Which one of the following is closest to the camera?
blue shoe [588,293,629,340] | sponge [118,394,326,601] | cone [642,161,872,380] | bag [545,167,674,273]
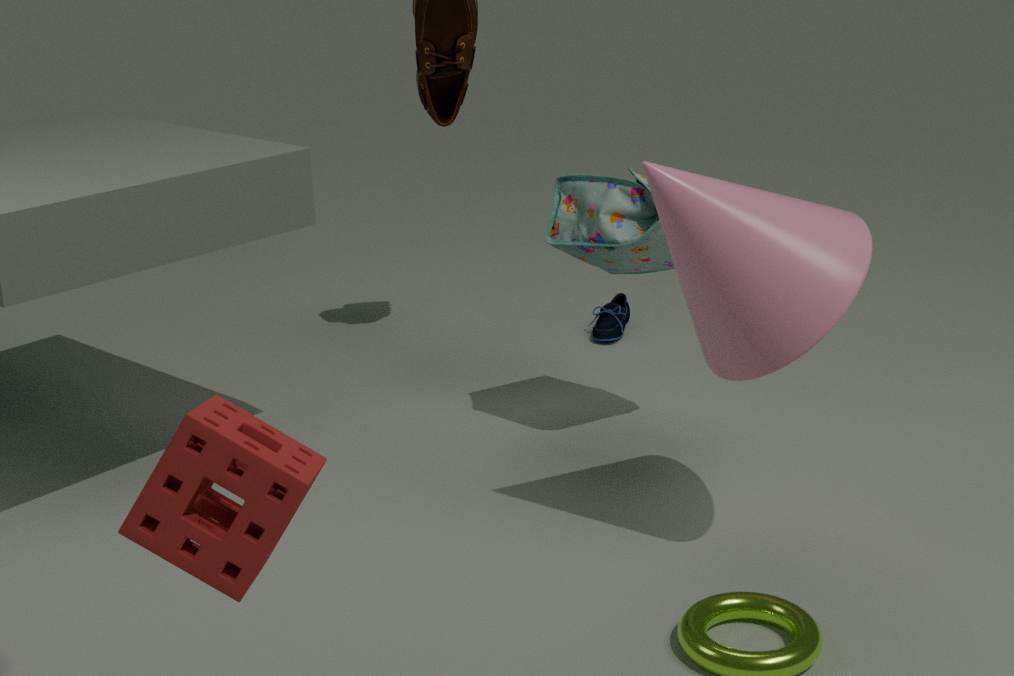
sponge [118,394,326,601]
